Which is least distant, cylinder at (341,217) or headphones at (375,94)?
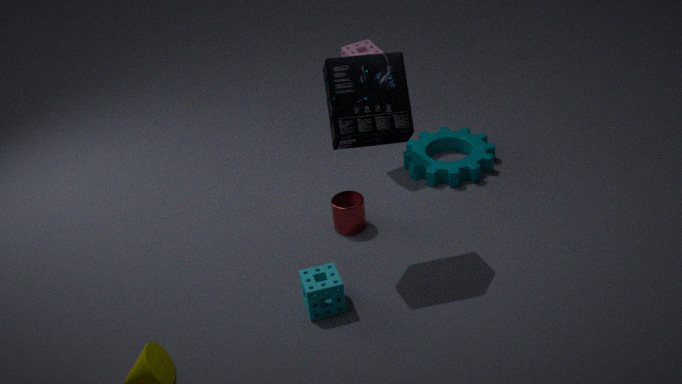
headphones at (375,94)
